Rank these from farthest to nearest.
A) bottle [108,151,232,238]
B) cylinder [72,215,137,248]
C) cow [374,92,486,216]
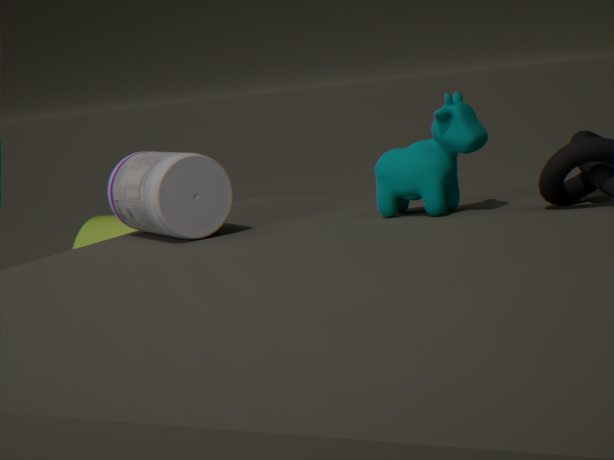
cylinder [72,215,137,248], bottle [108,151,232,238], cow [374,92,486,216]
